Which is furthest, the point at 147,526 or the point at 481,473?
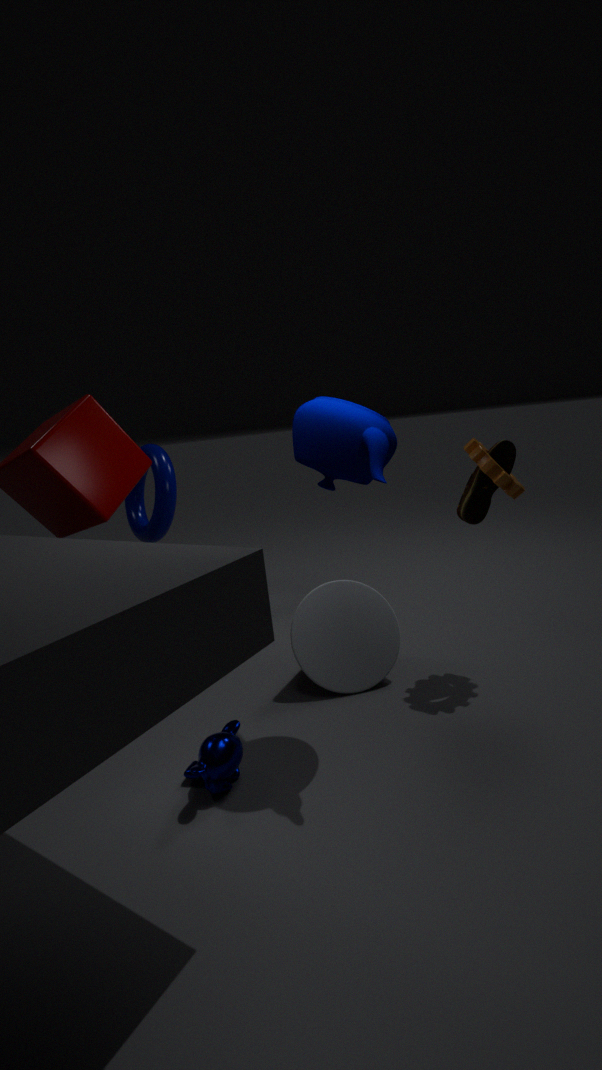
the point at 147,526
